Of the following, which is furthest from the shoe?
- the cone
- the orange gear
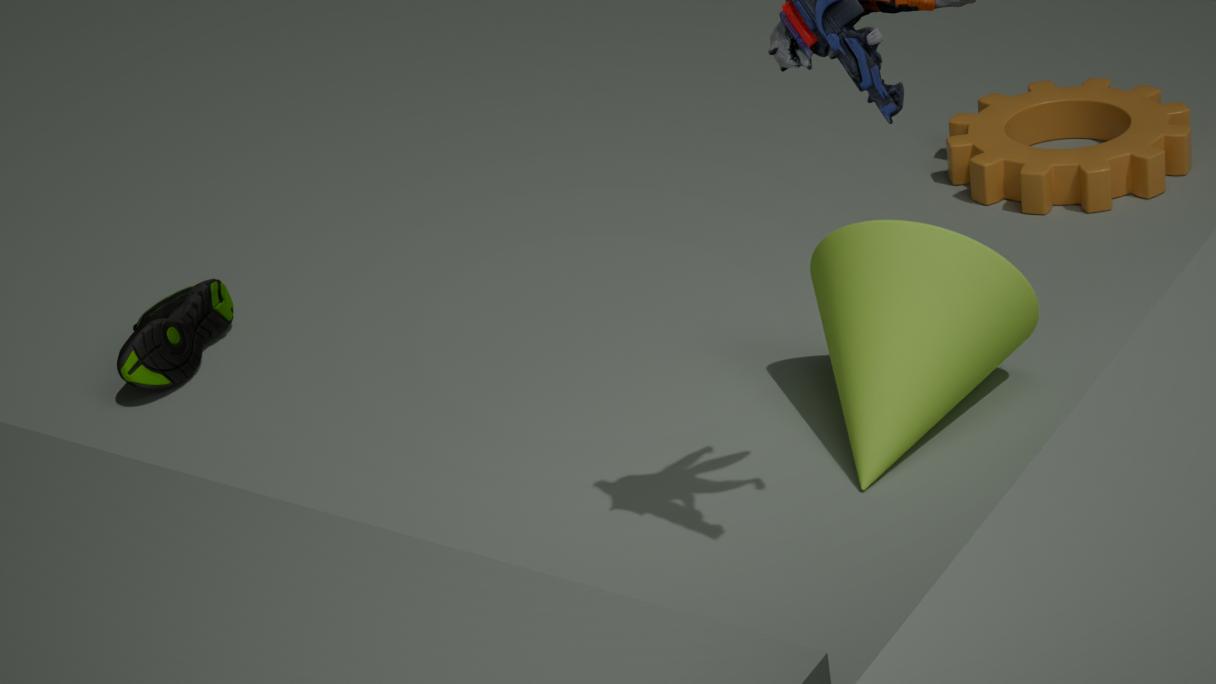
the orange gear
